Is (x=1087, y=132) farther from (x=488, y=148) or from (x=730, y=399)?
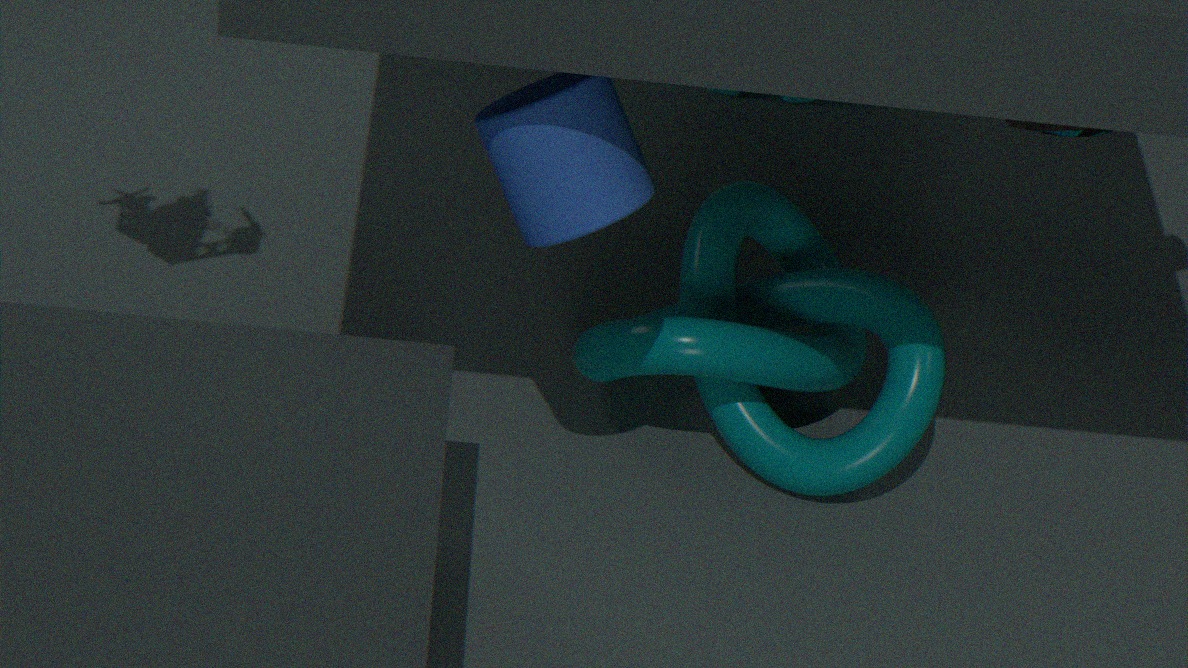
(x=488, y=148)
